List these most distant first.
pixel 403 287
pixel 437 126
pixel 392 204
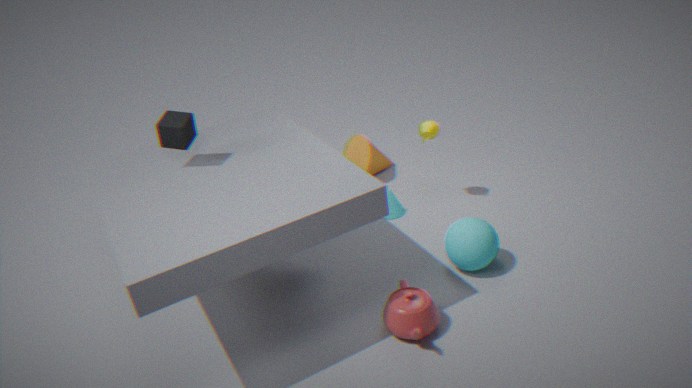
pixel 392 204 < pixel 437 126 < pixel 403 287
